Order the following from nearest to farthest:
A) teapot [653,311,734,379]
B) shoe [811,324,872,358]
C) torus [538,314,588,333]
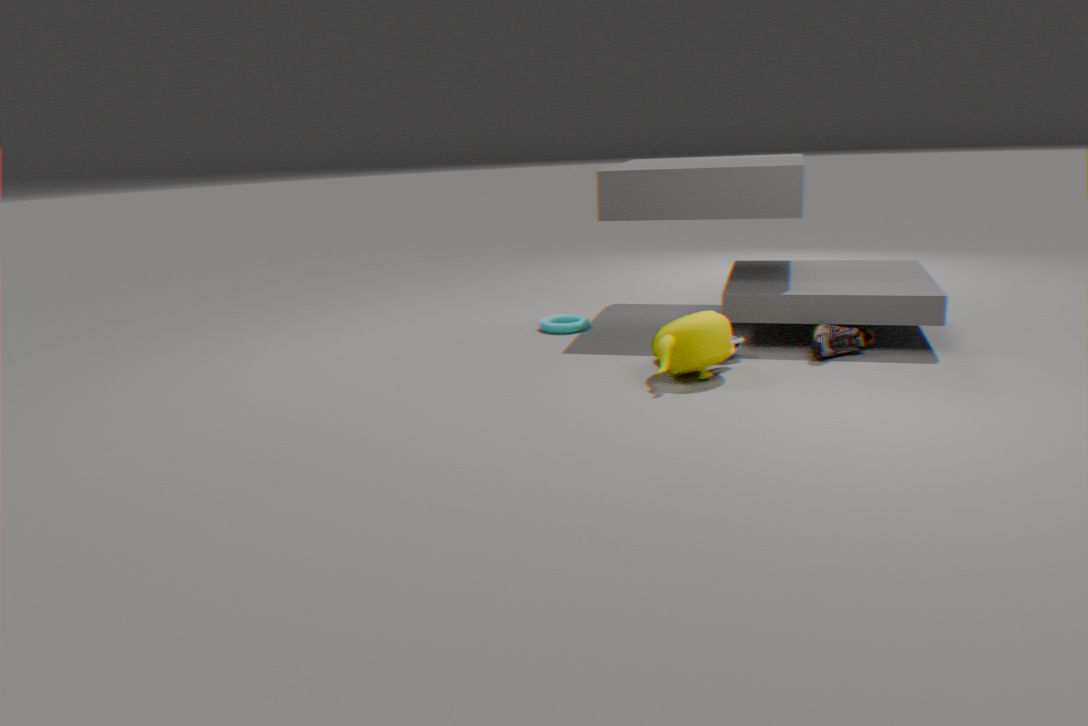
teapot [653,311,734,379]
shoe [811,324,872,358]
torus [538,314,588,333]
